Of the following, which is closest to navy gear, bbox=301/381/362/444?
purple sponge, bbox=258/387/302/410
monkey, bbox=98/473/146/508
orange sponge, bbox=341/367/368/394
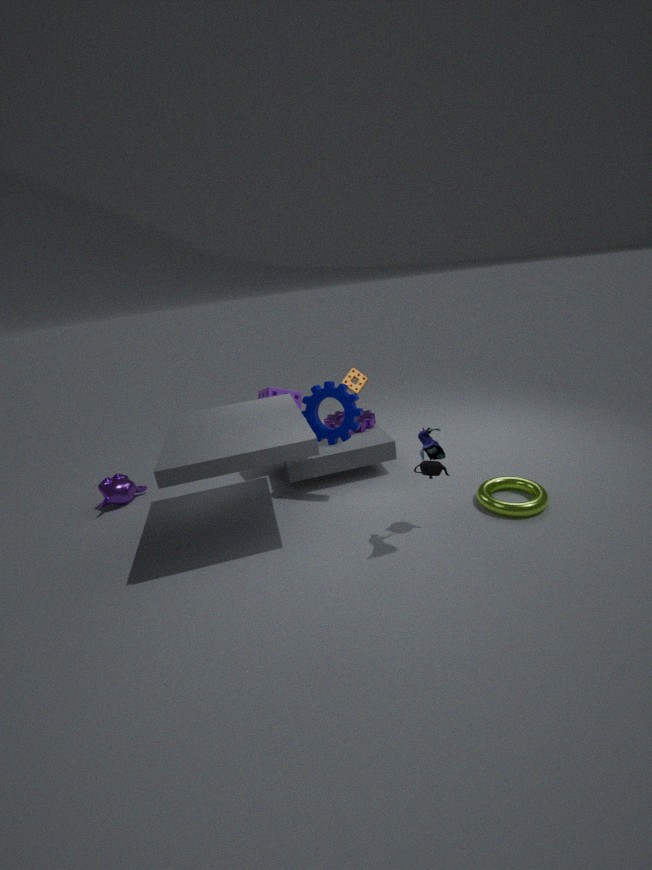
orange sponge, bbox=341/367/368/394
